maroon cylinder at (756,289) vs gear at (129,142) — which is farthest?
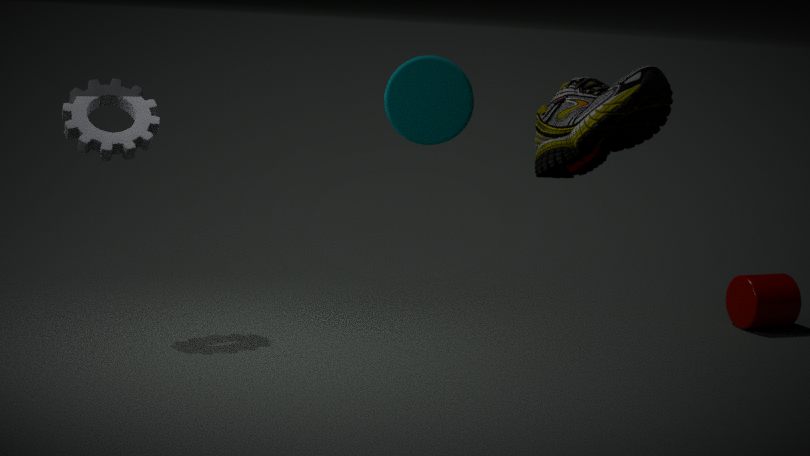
maroon cylinder at (756,289)
